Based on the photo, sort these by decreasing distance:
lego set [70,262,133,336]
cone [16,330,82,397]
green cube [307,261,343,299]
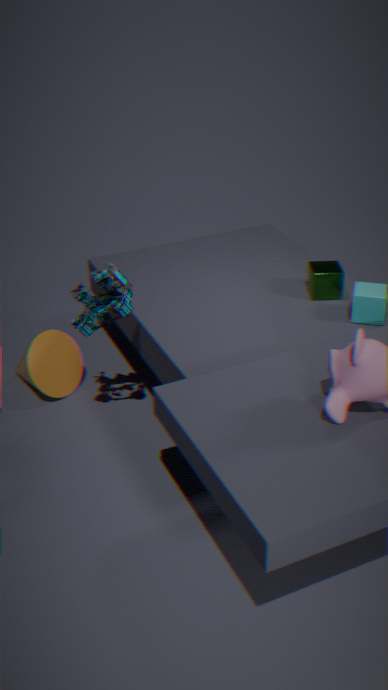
cone [16,330,82,397], green cube [307,261,343,299], lego set [70,262,133,336]
